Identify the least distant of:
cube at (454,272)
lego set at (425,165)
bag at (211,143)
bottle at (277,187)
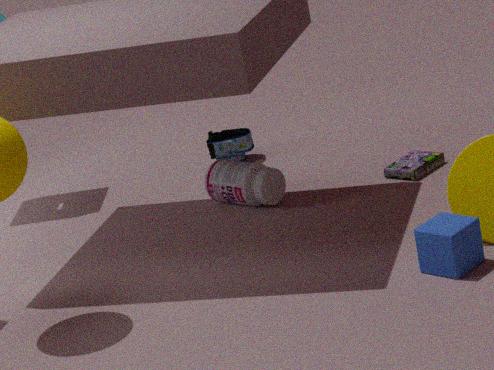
cube at (454,272)
